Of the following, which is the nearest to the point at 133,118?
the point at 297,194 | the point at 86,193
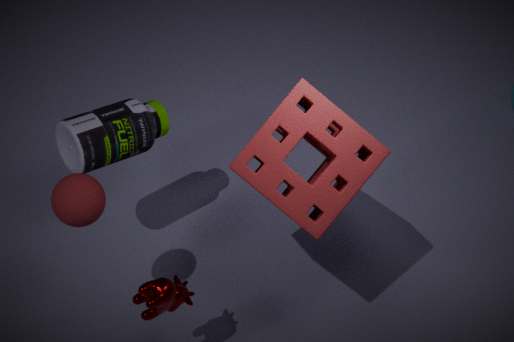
the point at 86,193
